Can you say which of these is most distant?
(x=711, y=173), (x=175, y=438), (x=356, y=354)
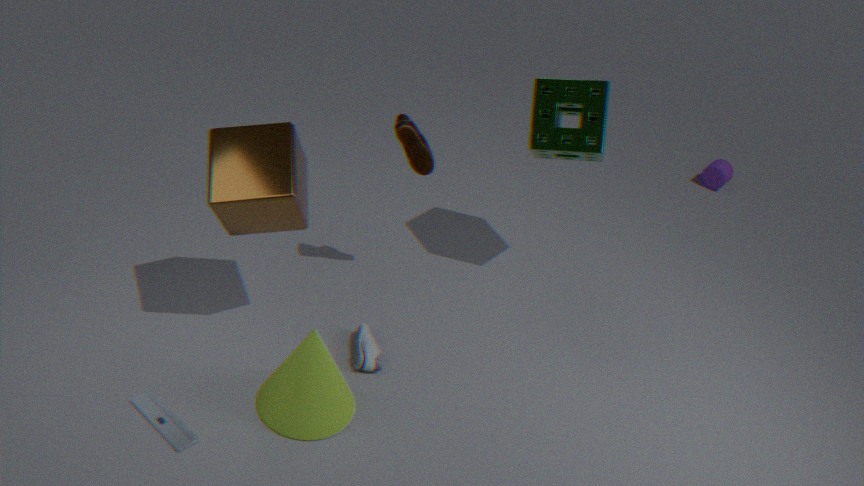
(x=711, y=173)
